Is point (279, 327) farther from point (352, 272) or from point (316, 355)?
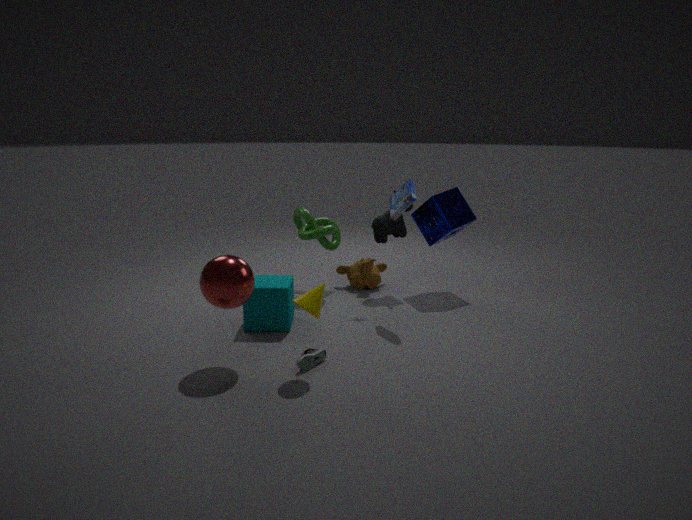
point (352, 272)
